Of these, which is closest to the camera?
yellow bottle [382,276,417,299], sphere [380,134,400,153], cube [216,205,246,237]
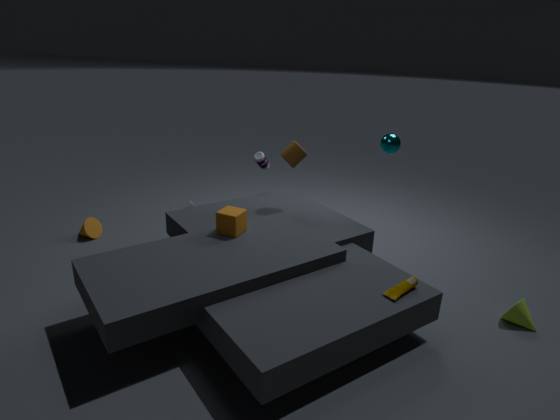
yellow bottle [382,276,417,299]
